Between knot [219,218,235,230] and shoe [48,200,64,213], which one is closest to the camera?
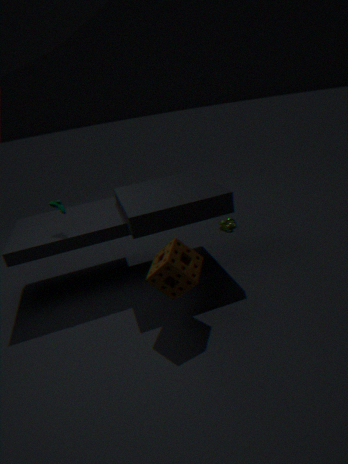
shoe [48,200,64,213]
